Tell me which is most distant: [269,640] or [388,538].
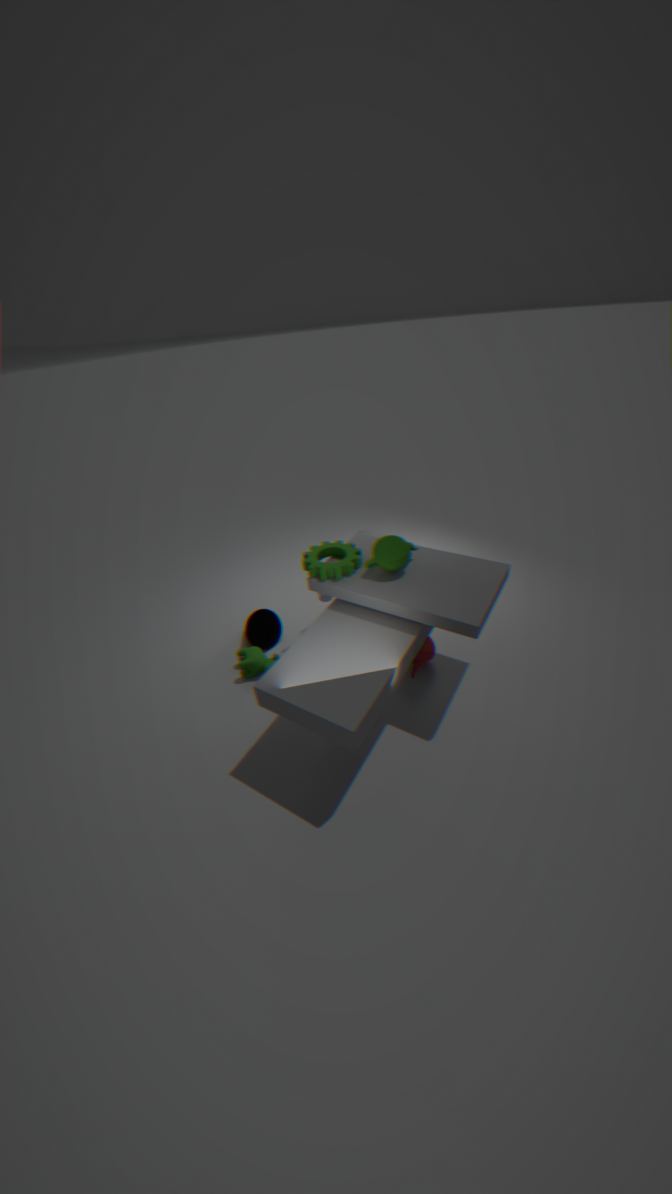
[269,640]
